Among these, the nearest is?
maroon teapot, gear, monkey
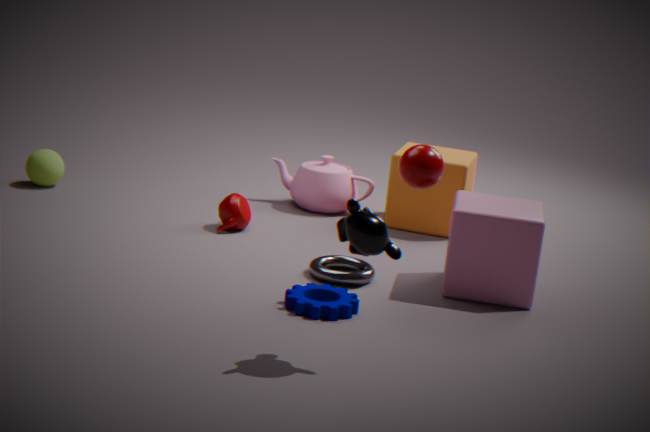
monkey
